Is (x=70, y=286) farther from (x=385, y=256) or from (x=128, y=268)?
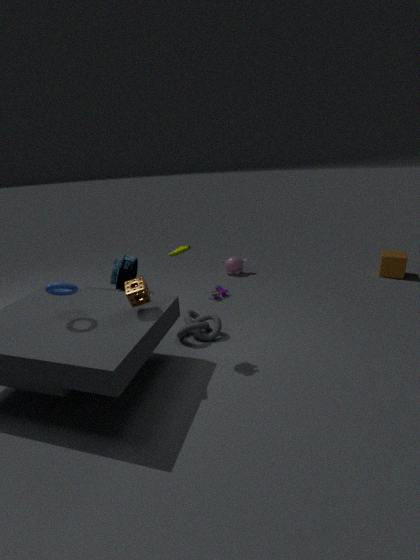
(x=385, y=256)
